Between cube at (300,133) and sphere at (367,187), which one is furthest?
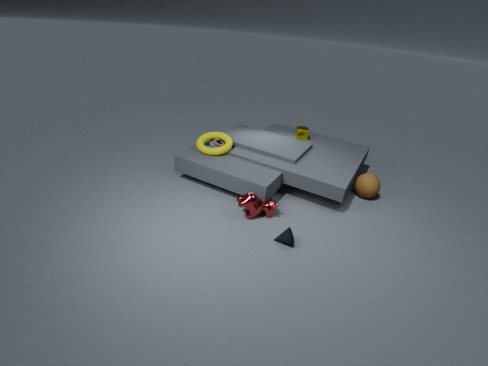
cube at (300,133)
